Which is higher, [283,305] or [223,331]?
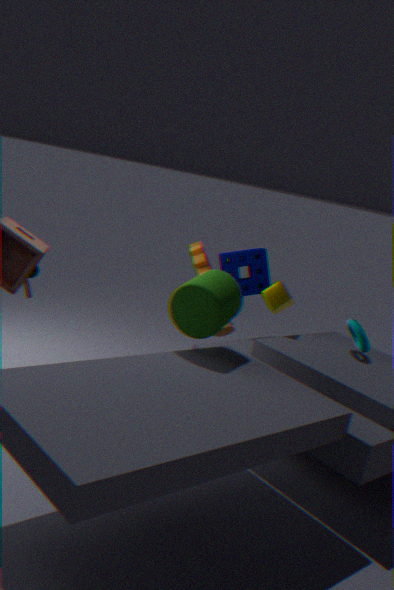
[283,305]
